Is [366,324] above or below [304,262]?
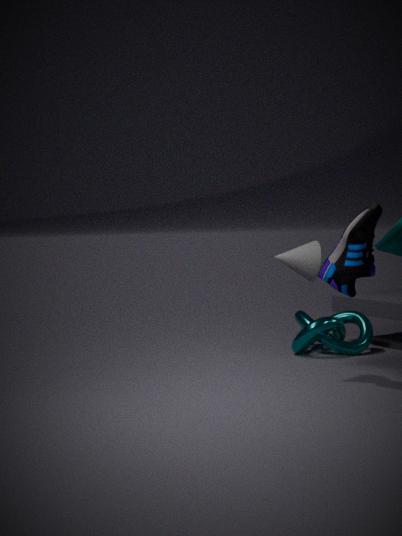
below
